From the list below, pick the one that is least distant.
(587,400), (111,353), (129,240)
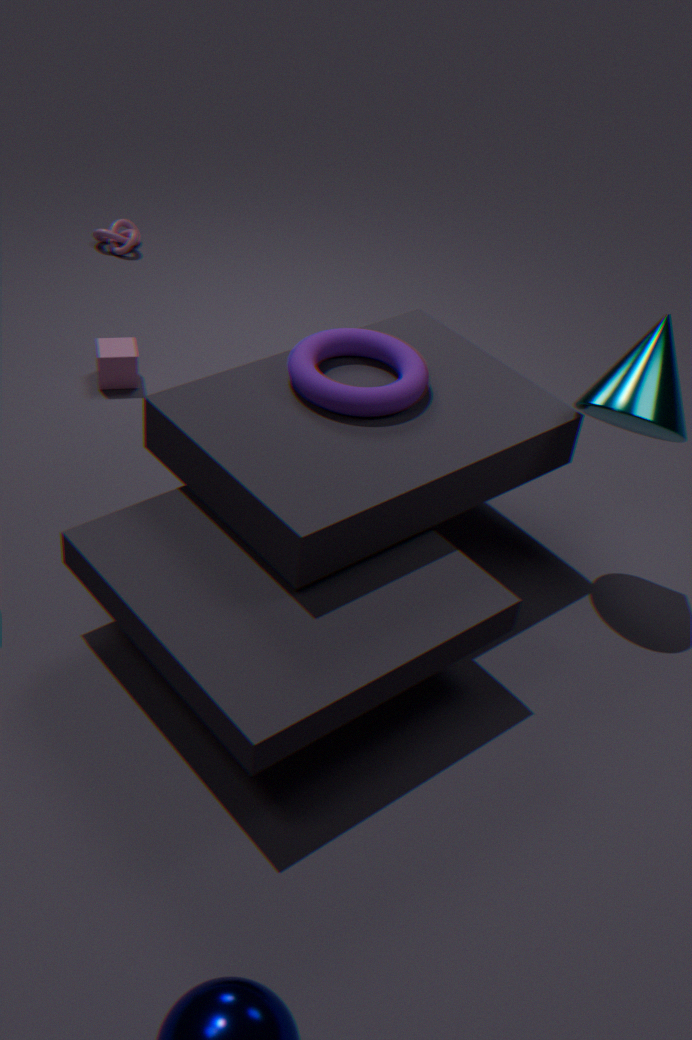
(587,400)
